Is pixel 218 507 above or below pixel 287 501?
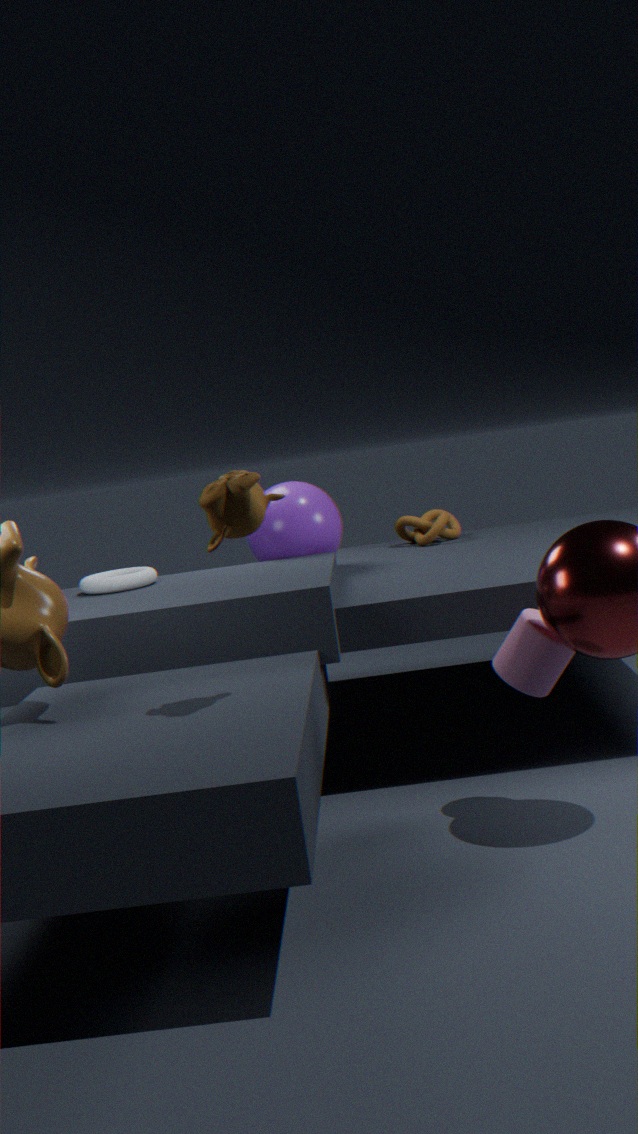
above
